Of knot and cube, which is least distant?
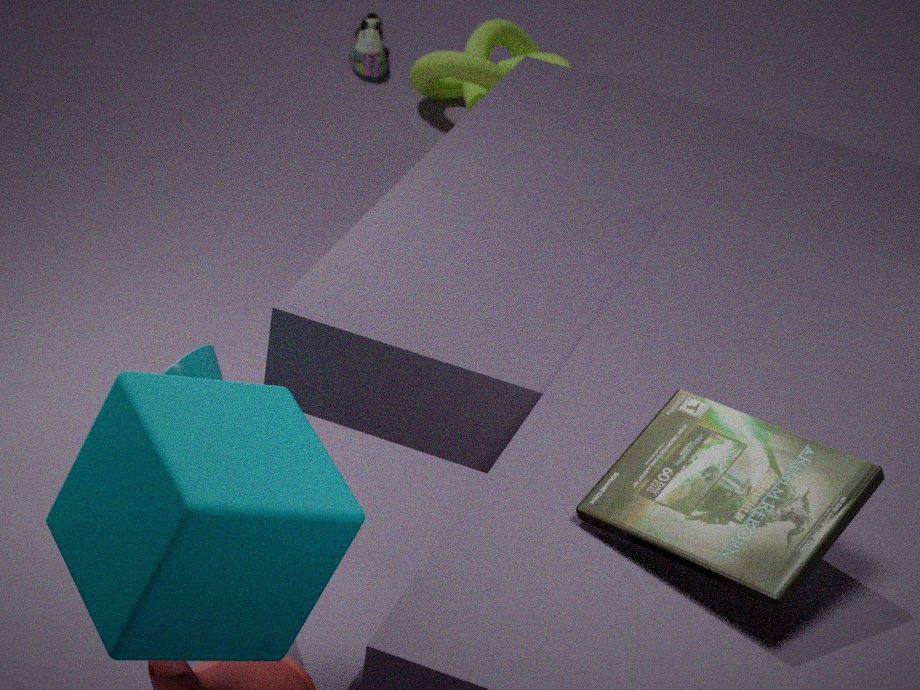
cube
